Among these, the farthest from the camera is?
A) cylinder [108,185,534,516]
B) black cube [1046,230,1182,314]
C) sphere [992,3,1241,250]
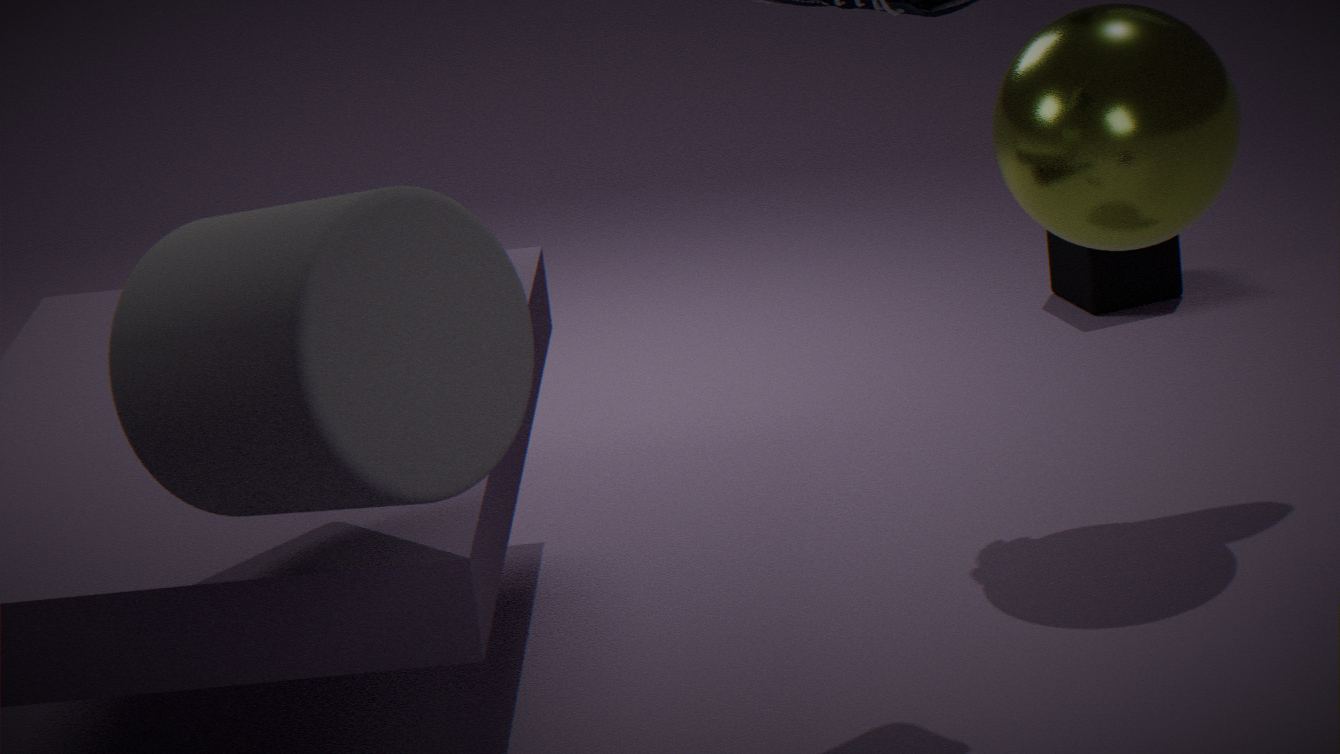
black cube [1046,230,1182,314]
